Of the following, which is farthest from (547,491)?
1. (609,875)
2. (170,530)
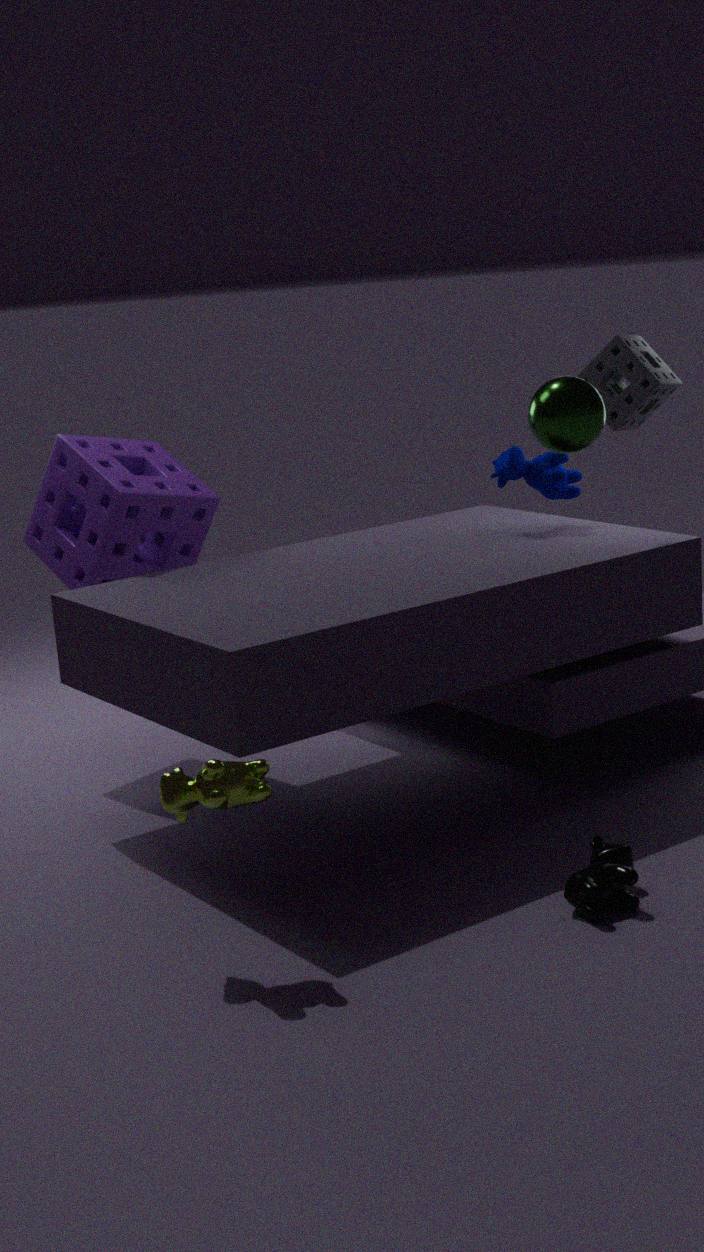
(609,875)
